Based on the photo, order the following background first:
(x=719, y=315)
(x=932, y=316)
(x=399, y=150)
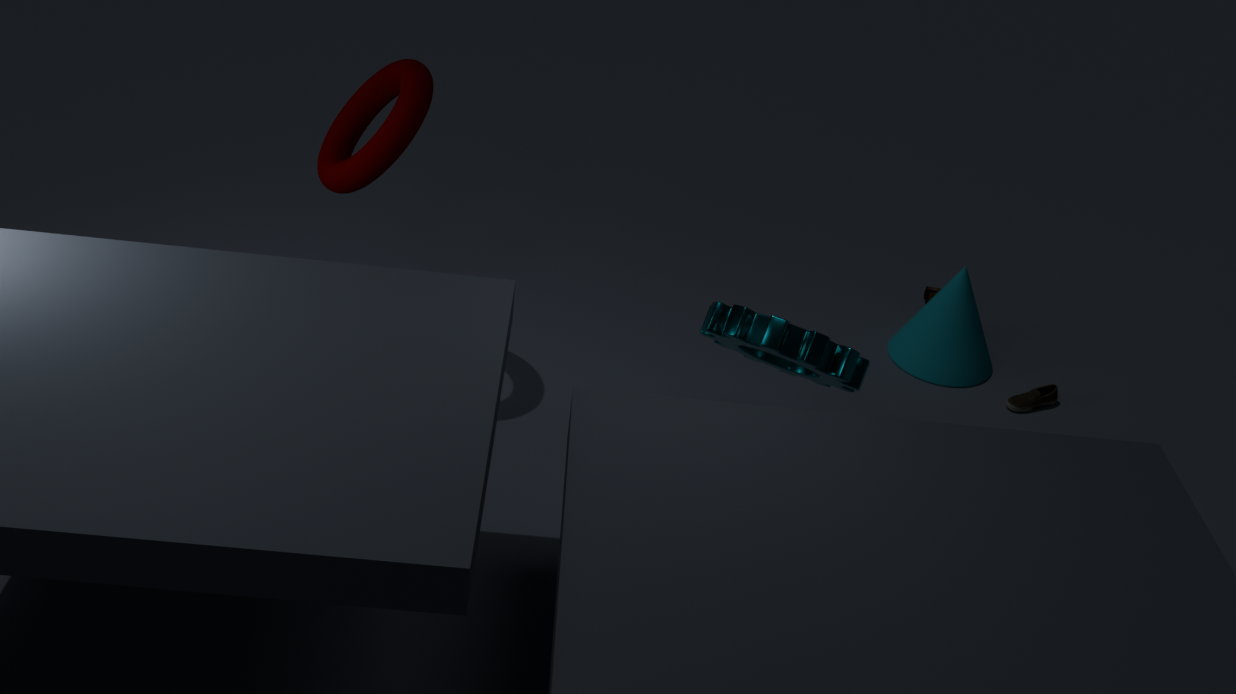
1. (x=932, y=316)
2. (x=399, y=150)
3. (x=719, y=315)
